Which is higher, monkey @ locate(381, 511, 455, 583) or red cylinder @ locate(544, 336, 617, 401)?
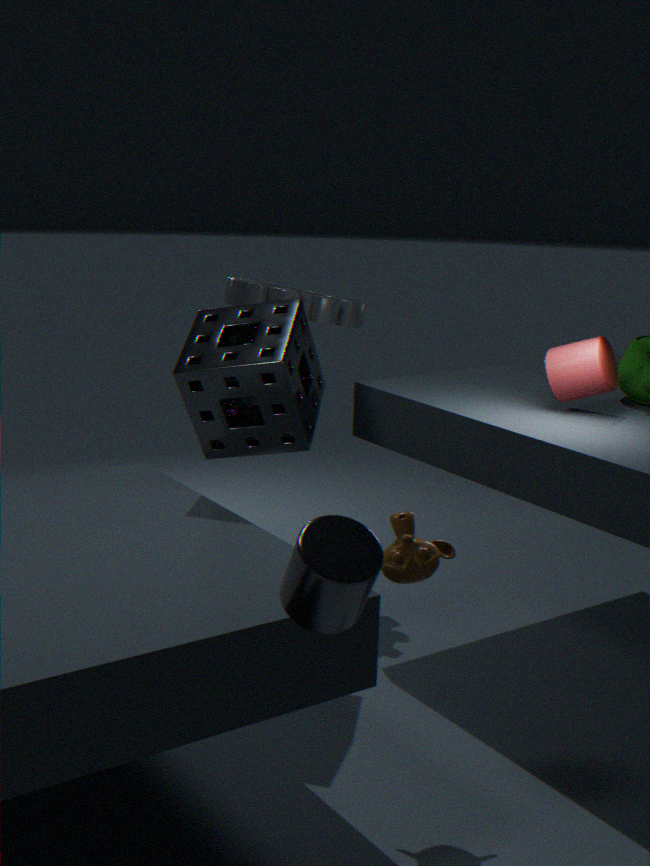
red cylinder @ locate(544, 336, 617, 401)
